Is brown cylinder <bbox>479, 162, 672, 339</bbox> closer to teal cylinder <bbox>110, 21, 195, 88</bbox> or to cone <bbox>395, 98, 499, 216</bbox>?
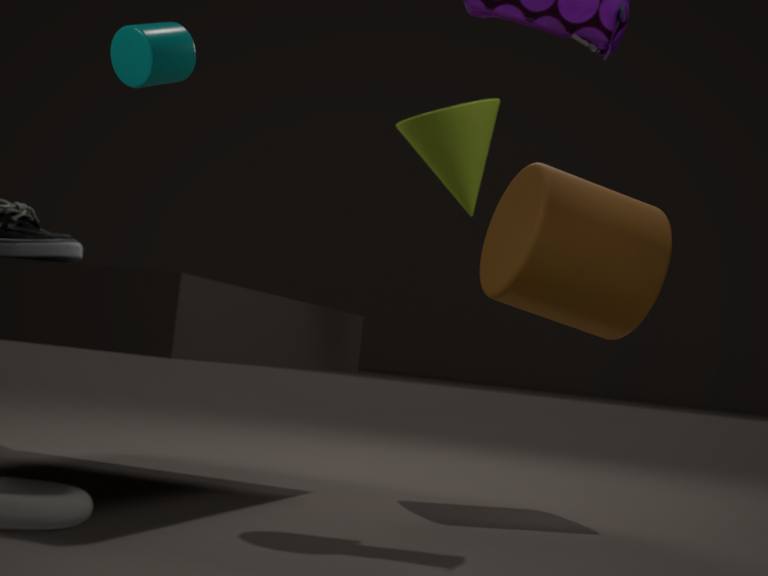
cone <bbox>395, 98, 499, 216</bbox>
